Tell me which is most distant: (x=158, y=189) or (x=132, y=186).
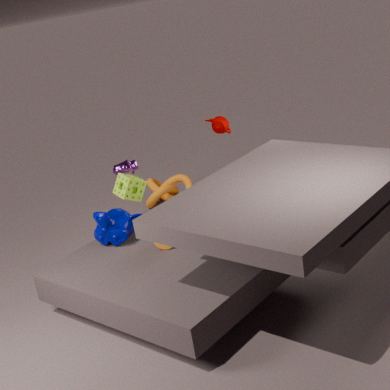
(x=158, y=189)
